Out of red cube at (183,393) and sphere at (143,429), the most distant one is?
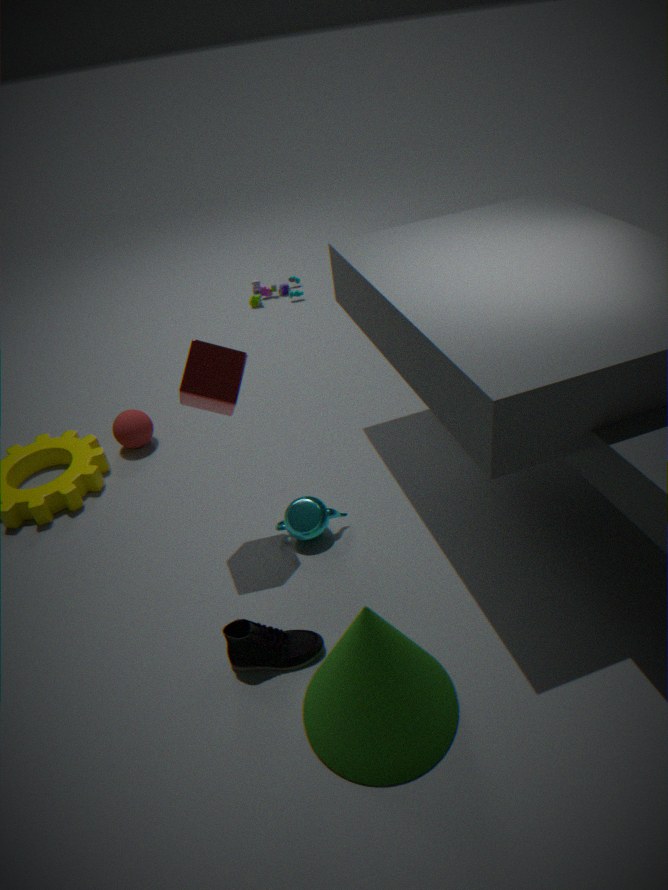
sphere at (143,429)
